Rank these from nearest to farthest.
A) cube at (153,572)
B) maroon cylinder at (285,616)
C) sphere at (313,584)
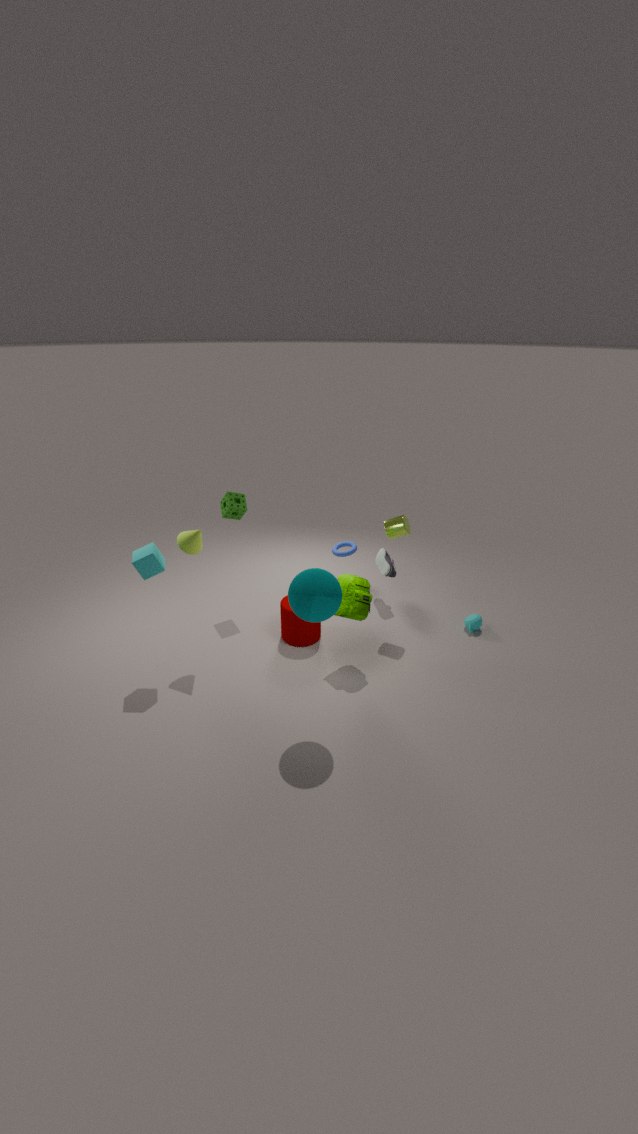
sphere at (313,584) → cube at (153,572) → maroon cylinder at (285,616)
